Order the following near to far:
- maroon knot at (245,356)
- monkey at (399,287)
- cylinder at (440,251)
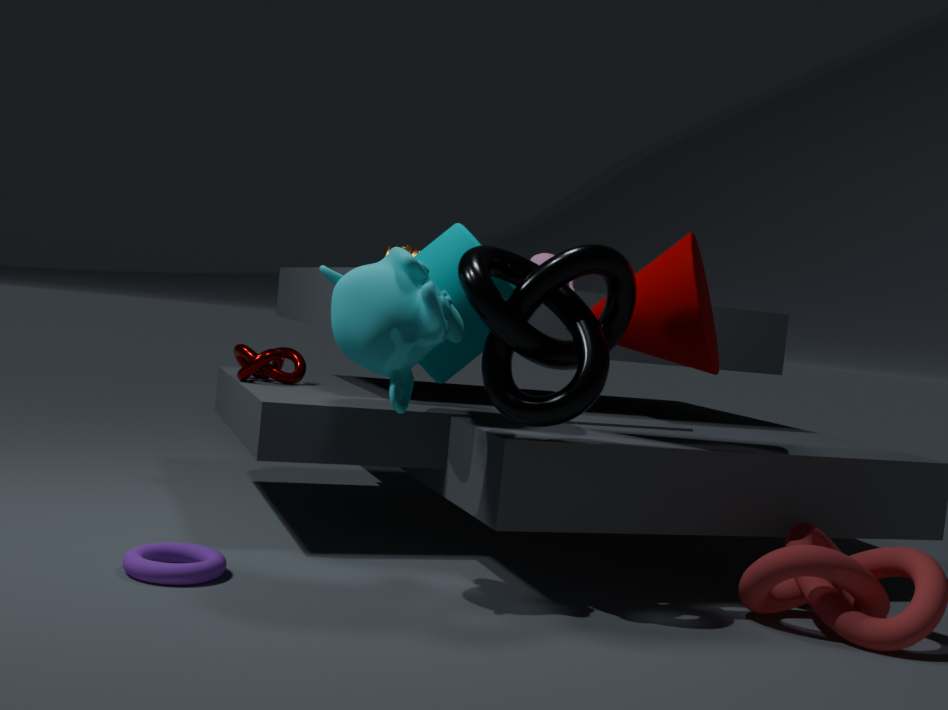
1. monkey at (399,287)
2. cylinder at (440,251)
3. maroon knot at (245,356)
